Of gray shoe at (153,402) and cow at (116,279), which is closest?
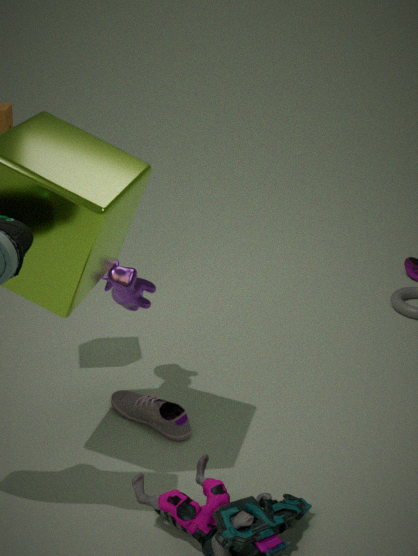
cow at (116,279)
